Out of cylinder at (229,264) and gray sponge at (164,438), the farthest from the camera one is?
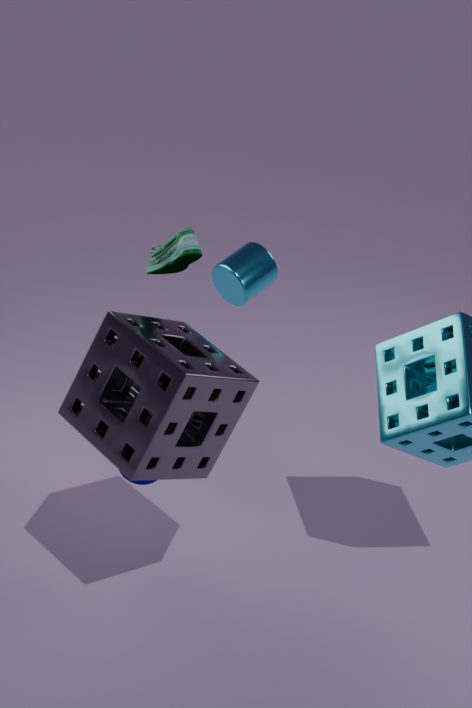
cylinder at (229,264)
